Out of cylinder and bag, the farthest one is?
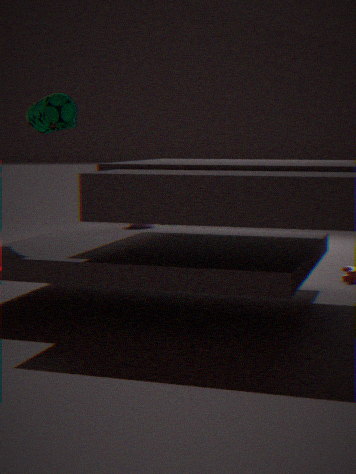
cylinder
